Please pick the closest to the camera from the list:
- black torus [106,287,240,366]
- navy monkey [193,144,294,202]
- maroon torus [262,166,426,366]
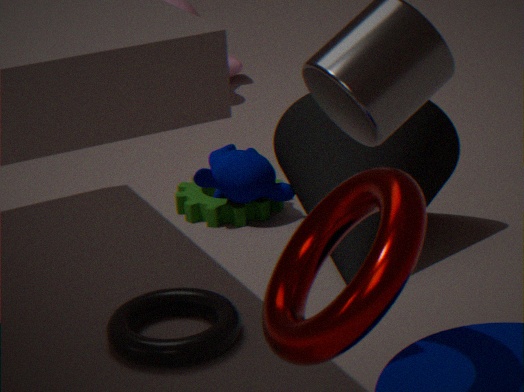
maroon torus [262,166,426,366]
